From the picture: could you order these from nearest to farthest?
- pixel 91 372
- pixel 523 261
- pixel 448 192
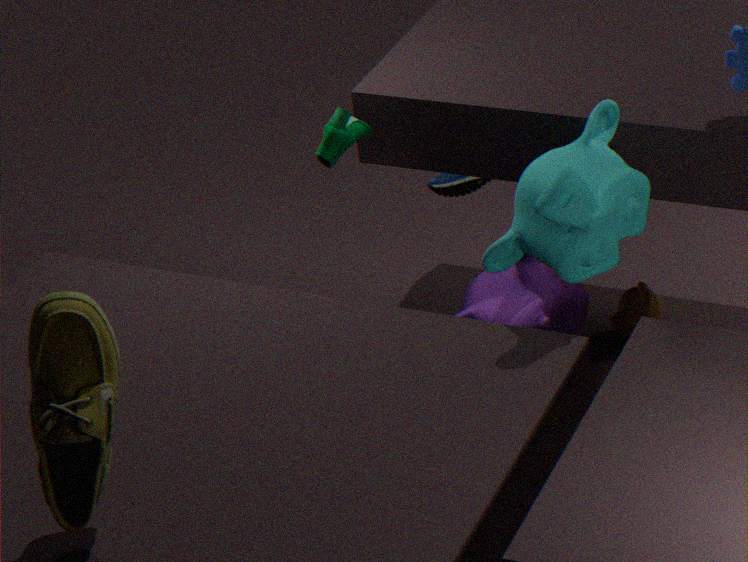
pixel 91 372, pixel 523 261, pixel 448 192
